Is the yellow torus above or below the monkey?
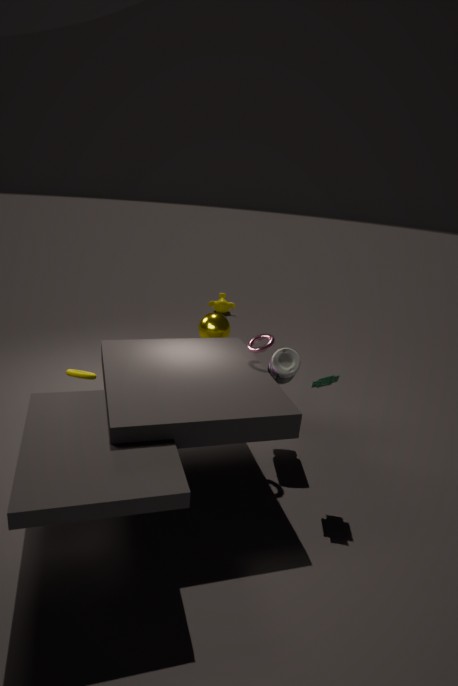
above
